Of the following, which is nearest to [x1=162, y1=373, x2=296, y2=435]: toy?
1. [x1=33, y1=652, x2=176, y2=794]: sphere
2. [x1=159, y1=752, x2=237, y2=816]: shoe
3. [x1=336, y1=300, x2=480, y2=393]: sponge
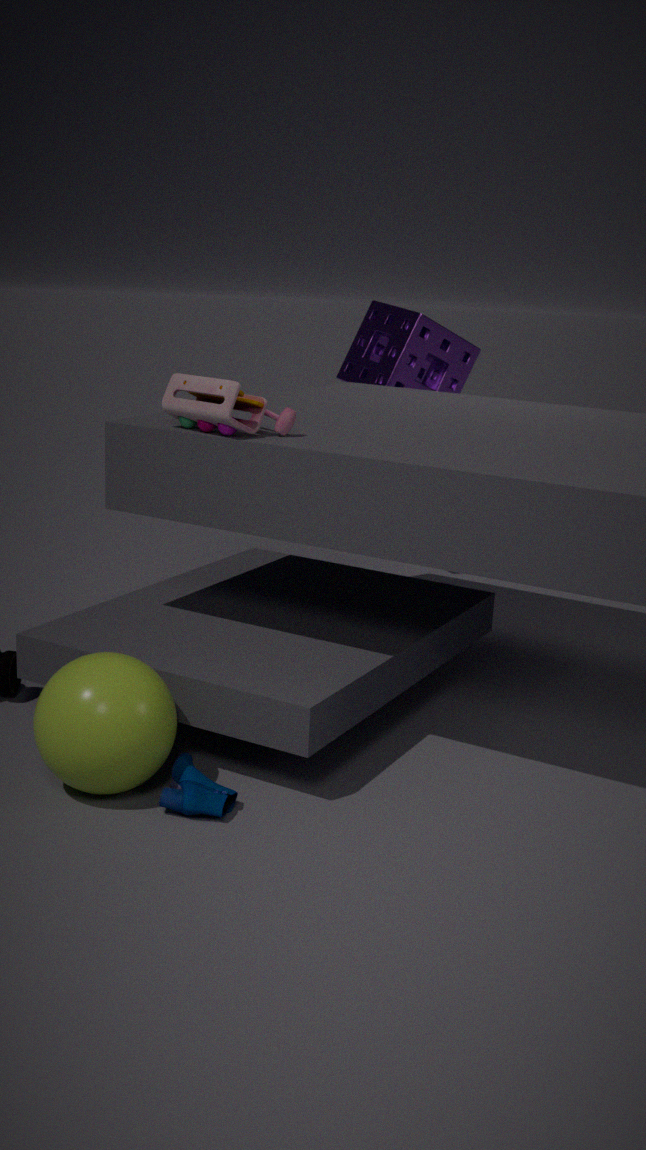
[x1=33, y1=652, x2=176, y2=794]: sphere
